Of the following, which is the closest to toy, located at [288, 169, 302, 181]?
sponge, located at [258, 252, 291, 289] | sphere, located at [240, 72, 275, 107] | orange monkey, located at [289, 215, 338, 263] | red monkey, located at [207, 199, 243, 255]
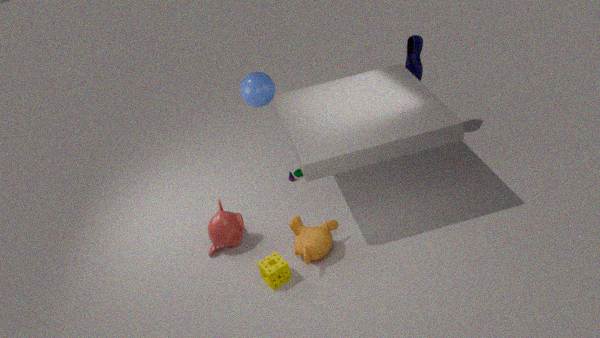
sphere, located at [240, 72, 275, 107]
